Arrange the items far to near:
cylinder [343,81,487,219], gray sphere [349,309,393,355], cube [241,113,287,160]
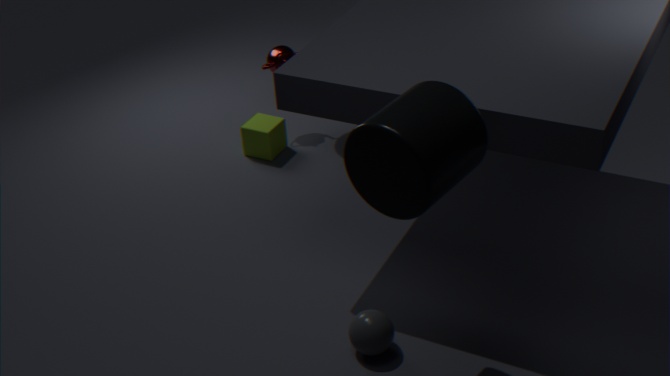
cube [241,113,287,160] < gray sphere [349,309,393,355] < cylinder [343,81,487,219]
